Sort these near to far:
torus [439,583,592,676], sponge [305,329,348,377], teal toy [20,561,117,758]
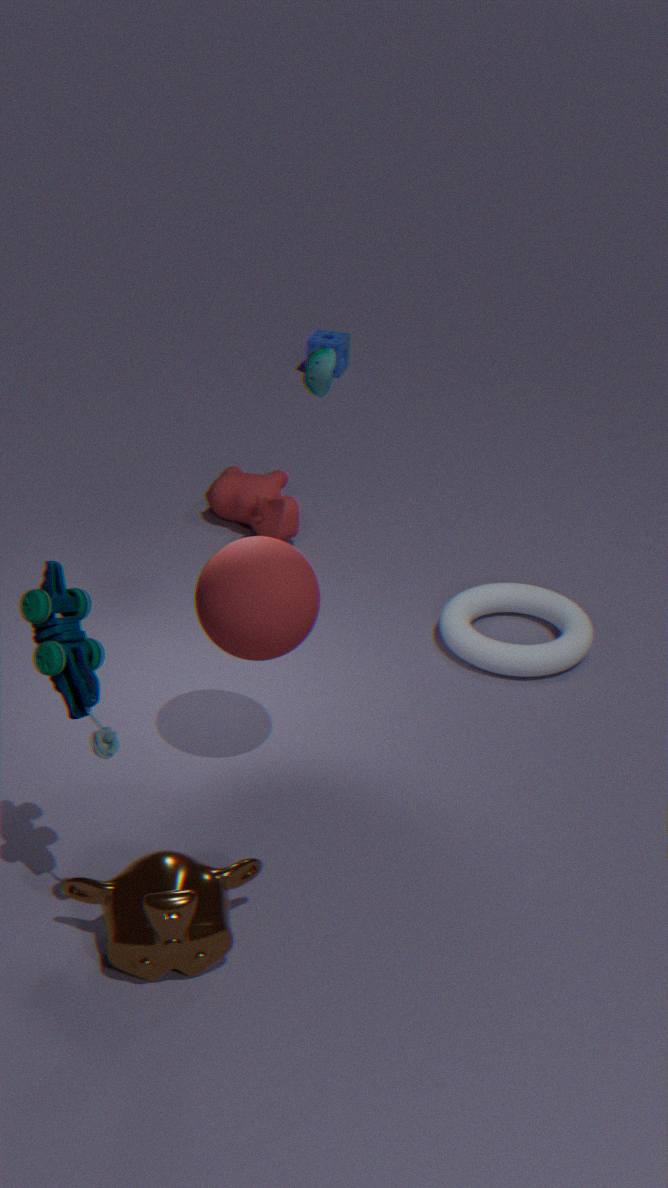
teal toy [20,561,117,758] < torus [439,583,592,676] < sponge [305,329,348,377]
